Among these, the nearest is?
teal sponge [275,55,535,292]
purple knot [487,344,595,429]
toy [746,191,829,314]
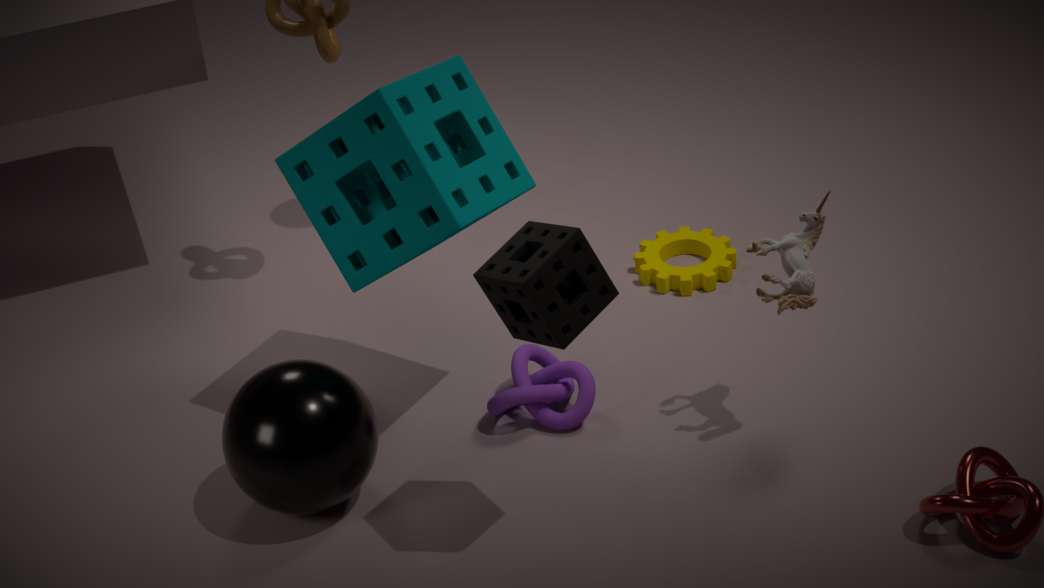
teal sponge [275,55,535,292]
